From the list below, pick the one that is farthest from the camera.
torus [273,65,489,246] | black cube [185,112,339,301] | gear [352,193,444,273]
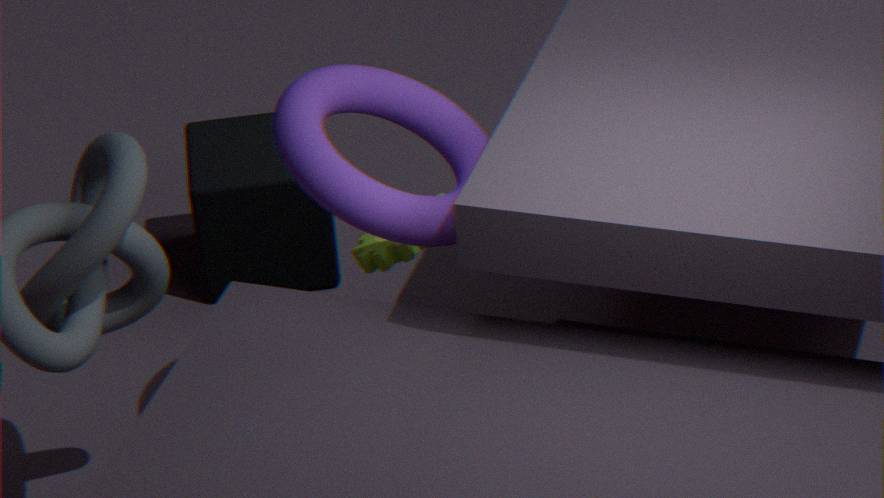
black cube [185,112,339,301]
